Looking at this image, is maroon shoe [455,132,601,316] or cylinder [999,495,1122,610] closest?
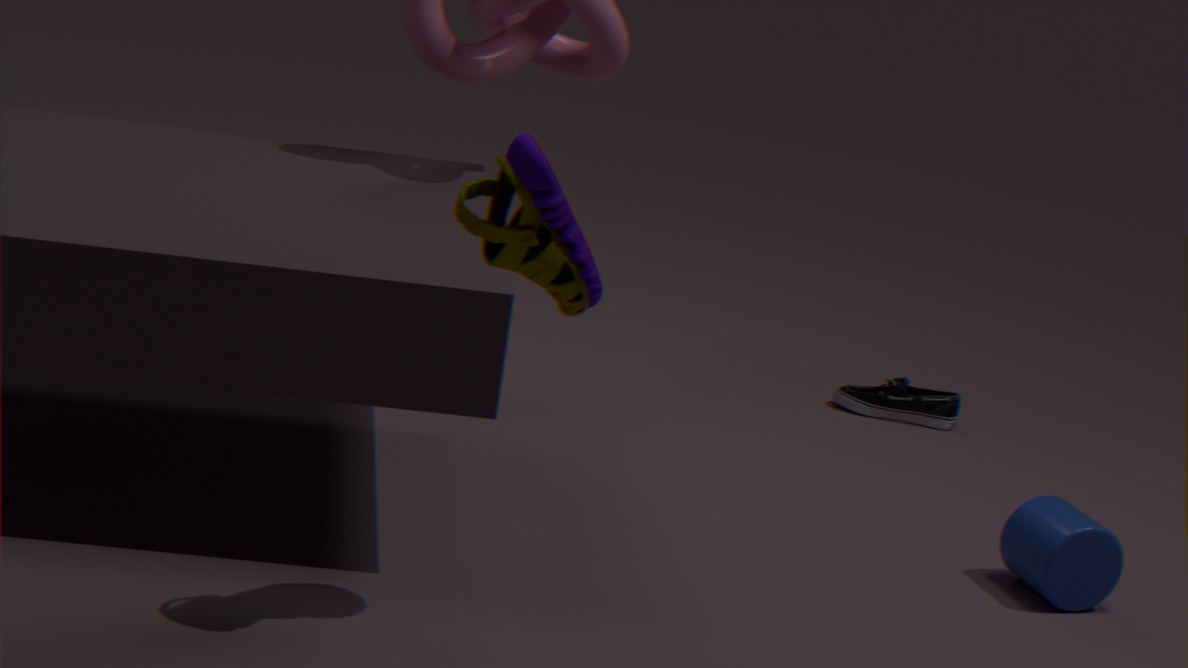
maroon shoe [455,132,601,316]
